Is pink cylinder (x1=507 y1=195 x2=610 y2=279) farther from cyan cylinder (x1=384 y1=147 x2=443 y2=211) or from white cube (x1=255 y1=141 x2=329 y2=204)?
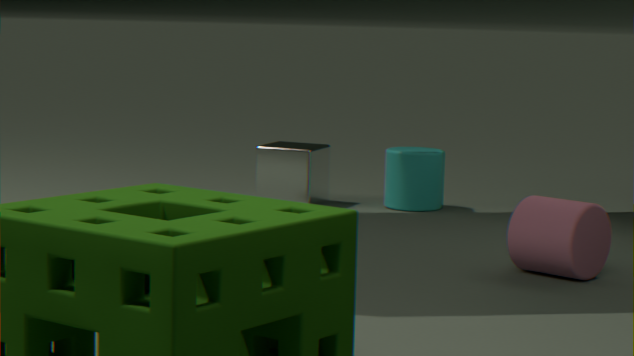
white cube (x1=255 y1=141 x2=329 y2=204)
